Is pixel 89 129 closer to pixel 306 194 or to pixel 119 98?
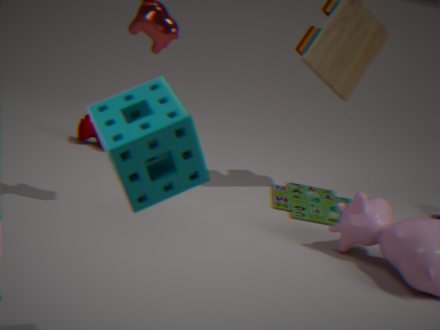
pixel 306 194
